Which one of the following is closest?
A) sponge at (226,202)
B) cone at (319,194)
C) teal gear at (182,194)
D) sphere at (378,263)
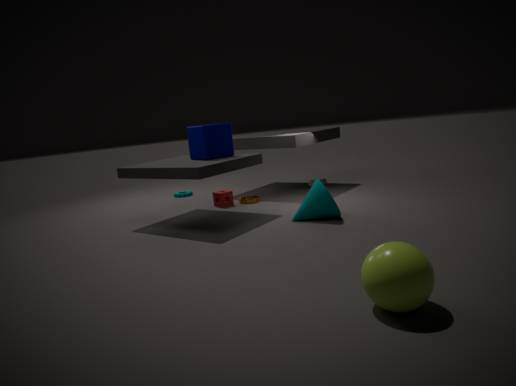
sphere at (378,263)
